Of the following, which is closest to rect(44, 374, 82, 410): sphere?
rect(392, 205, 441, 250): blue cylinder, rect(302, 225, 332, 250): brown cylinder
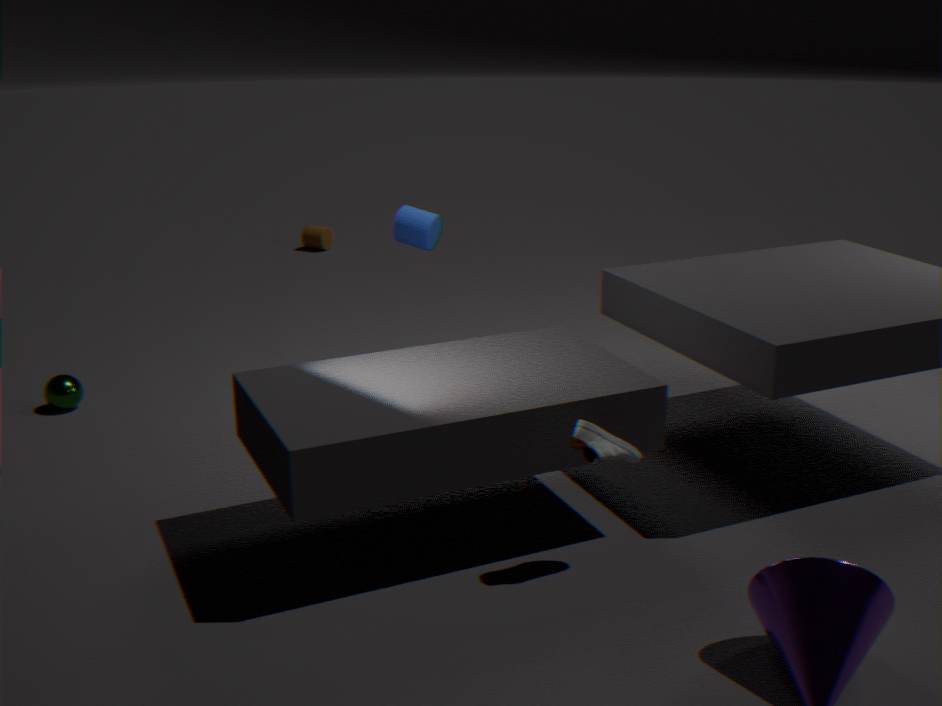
rect(392, 205, 441, 250): blue cylinder
